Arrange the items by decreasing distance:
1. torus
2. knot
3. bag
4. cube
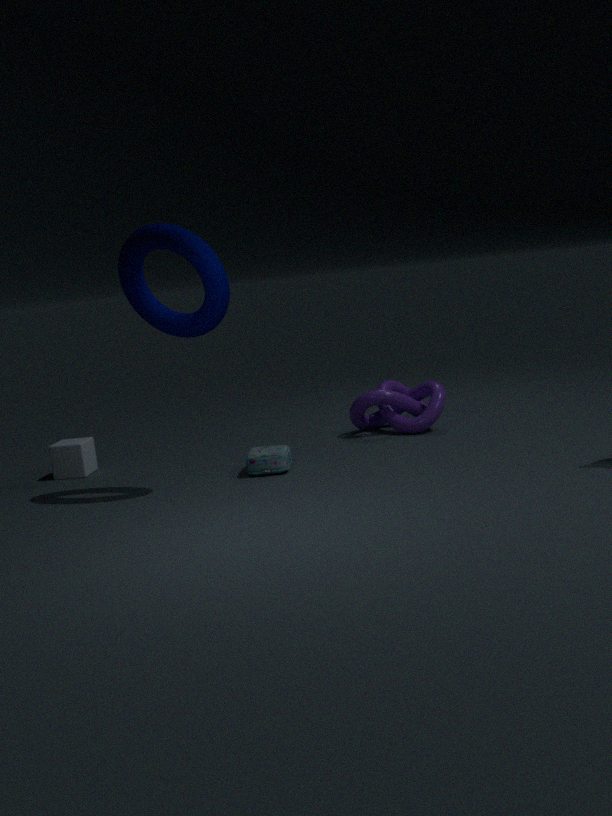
knot → cube → bag → torus
